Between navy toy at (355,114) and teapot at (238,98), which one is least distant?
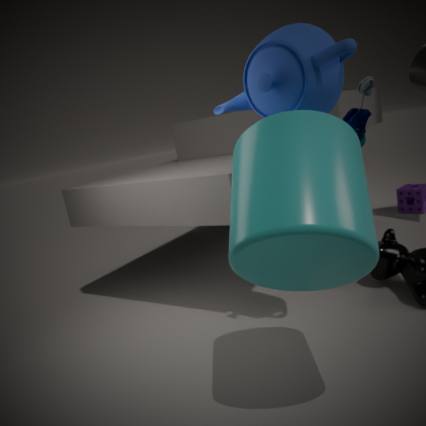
teapot at (238,98)
